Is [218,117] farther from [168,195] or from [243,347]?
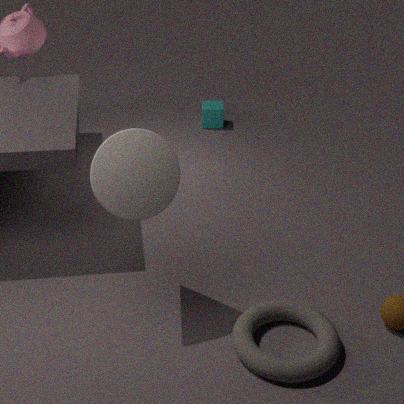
[243,347]
